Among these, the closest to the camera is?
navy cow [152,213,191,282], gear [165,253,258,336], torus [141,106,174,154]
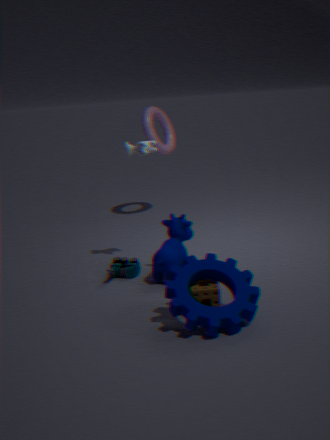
gear [165,253,258,336]
